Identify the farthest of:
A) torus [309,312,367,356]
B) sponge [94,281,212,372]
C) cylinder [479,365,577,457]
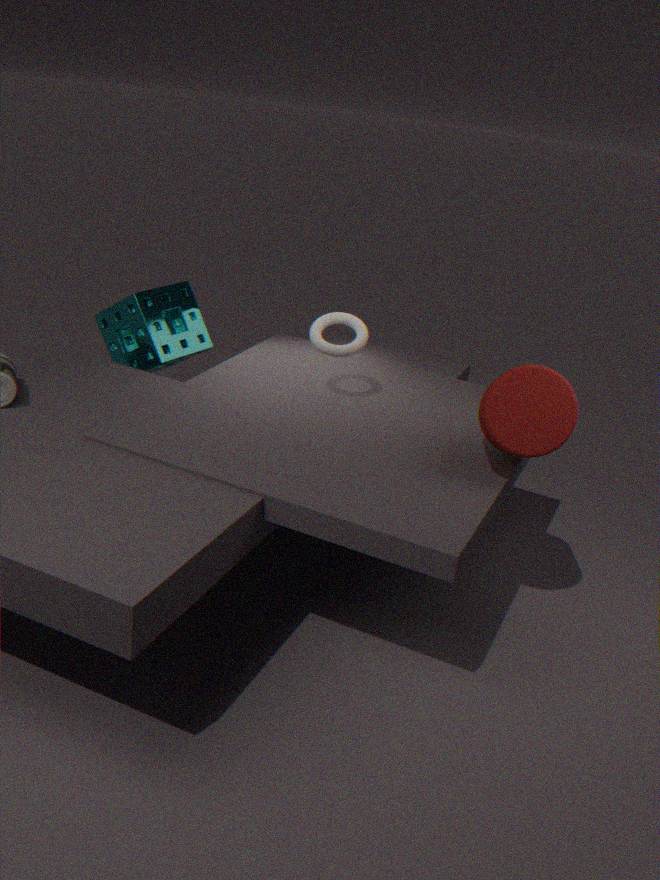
sponge [94,281,212,372]
